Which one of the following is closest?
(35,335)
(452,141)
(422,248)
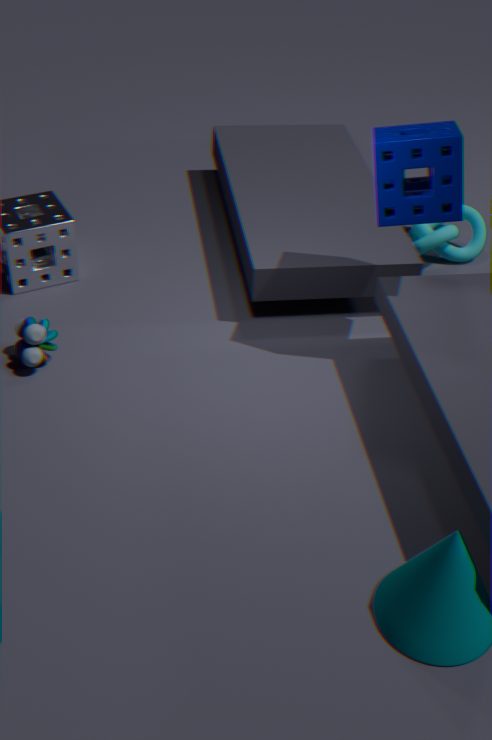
(452,141)
